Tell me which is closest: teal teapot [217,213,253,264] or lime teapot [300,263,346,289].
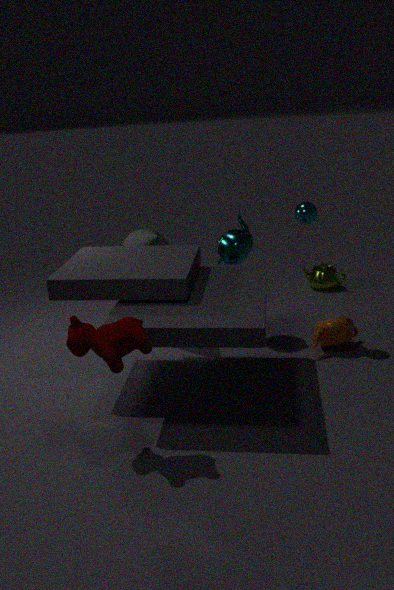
teal teapot [217,213,253,264]
